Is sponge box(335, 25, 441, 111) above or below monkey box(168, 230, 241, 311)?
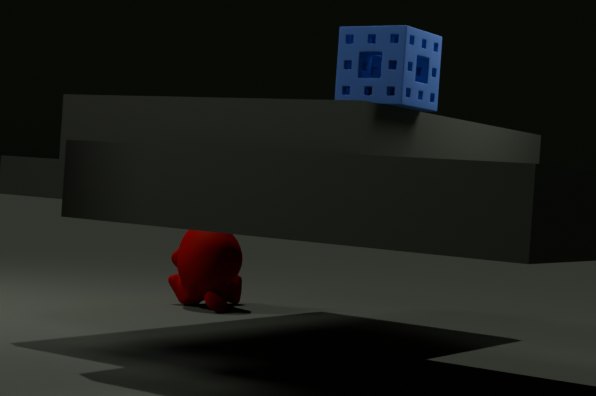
above
